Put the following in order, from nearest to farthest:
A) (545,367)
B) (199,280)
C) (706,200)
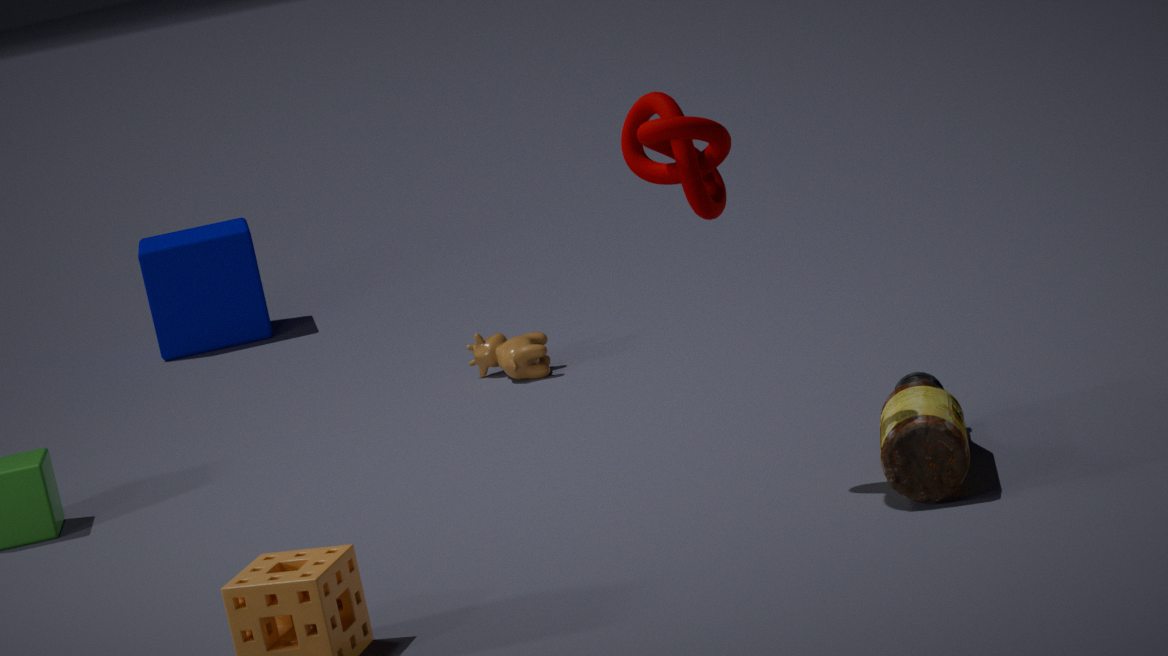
(706,200), (545,367), (199,280)
